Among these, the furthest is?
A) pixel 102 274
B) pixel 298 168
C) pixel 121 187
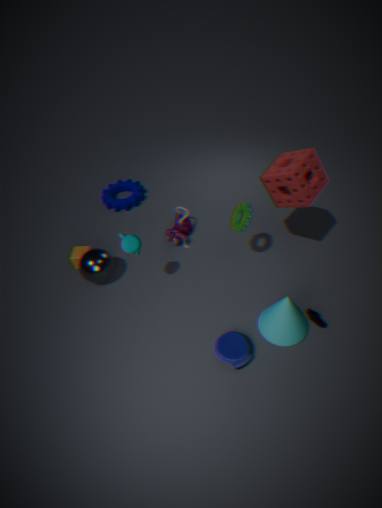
pixel 121 187
